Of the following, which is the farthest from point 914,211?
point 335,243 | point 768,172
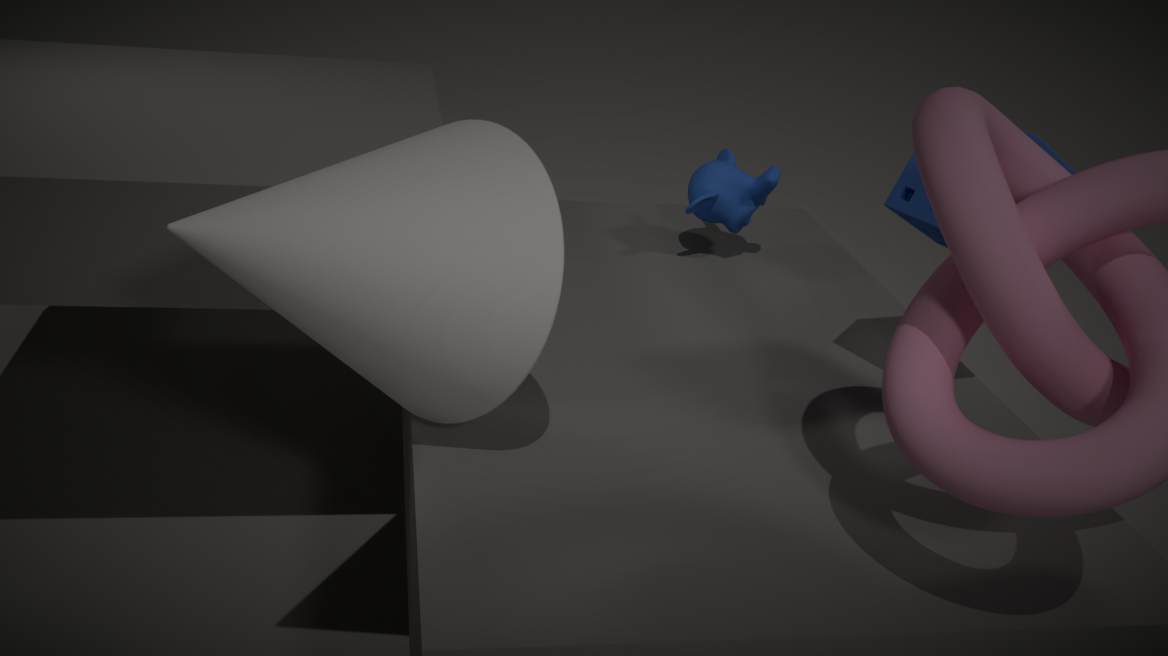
point 335,243
